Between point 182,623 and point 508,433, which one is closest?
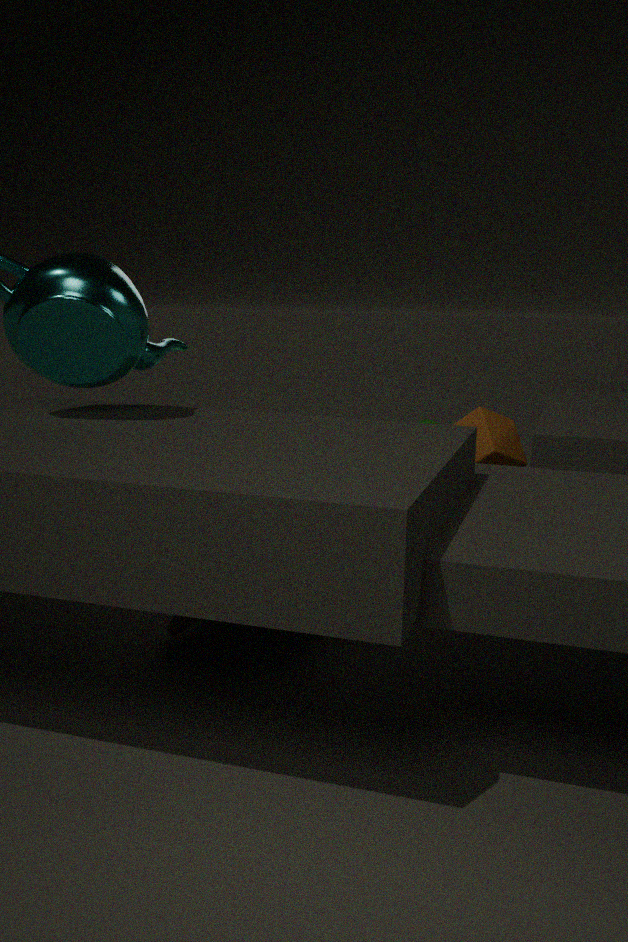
point 182,623
